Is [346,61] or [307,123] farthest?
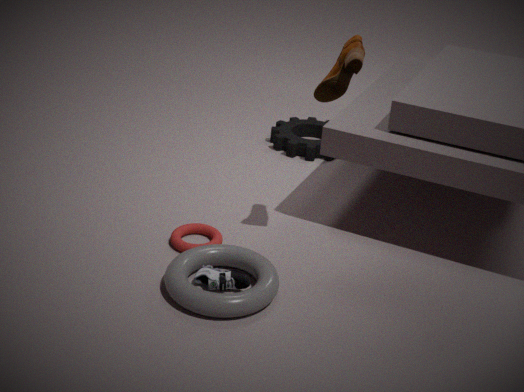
[307,123]
